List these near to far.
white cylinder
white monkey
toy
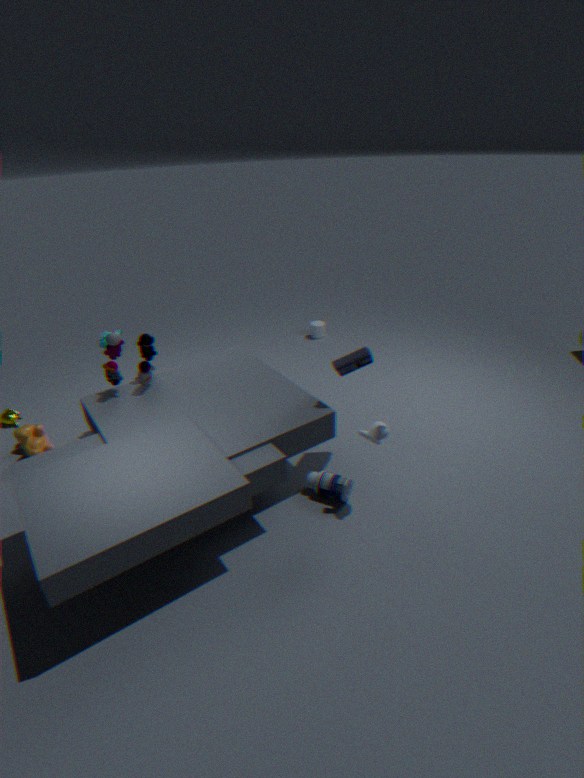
white monkey < toy < white cylinder
